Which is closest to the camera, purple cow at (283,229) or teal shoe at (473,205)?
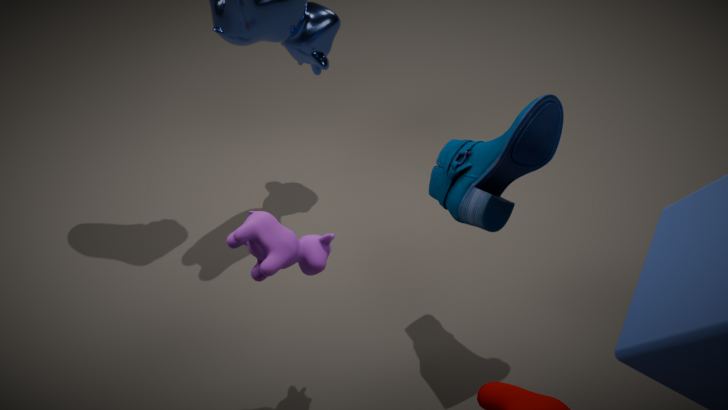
purple cow at (283,229)
